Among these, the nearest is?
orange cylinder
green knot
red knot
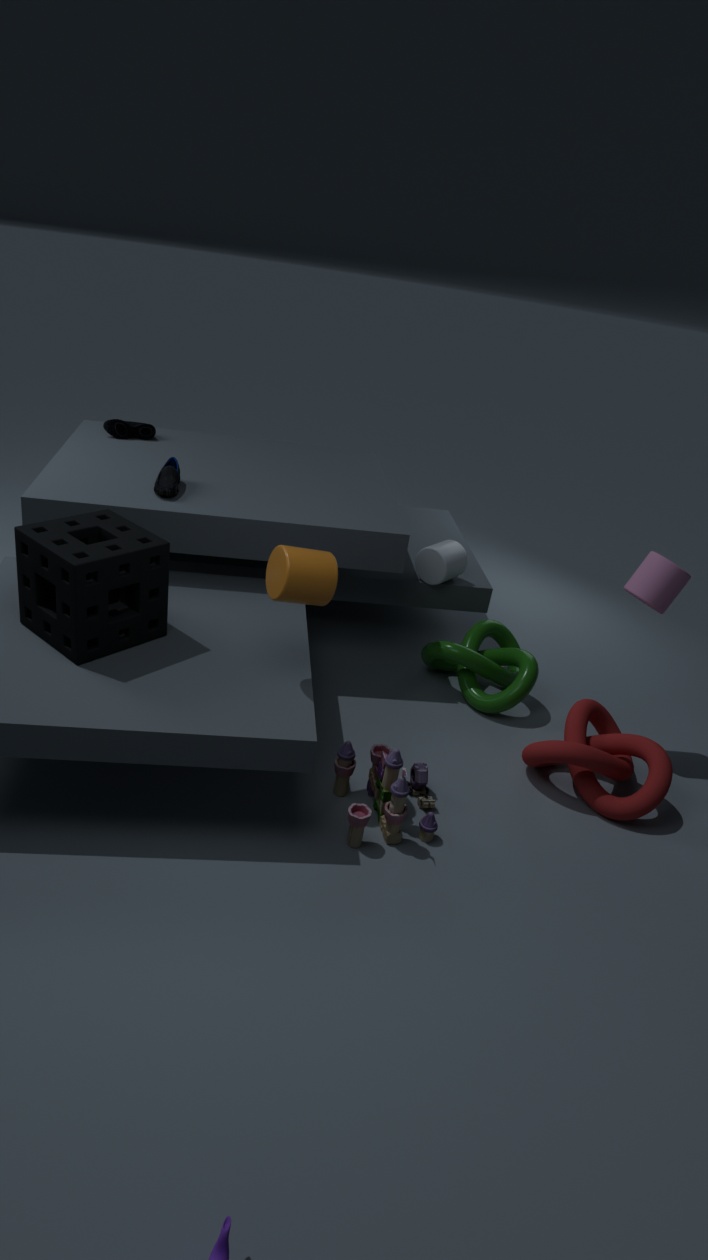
orange cylinder
